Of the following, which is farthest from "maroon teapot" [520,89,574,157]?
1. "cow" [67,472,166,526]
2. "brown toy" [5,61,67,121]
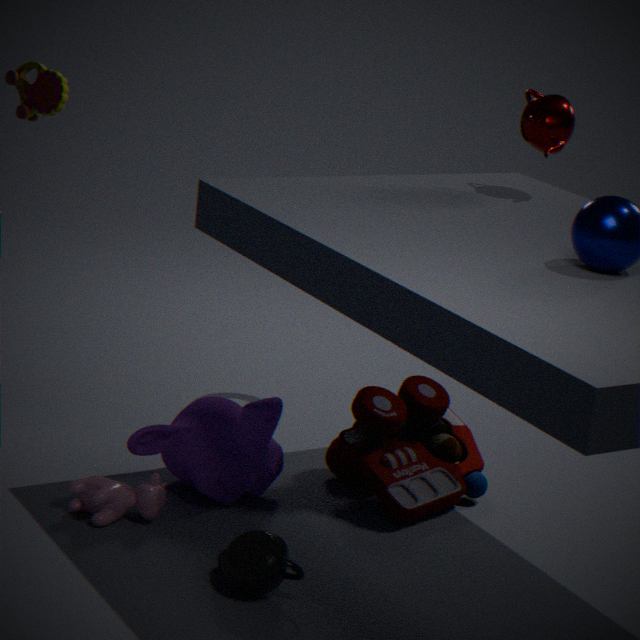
"cow" [67,472,166,526]
